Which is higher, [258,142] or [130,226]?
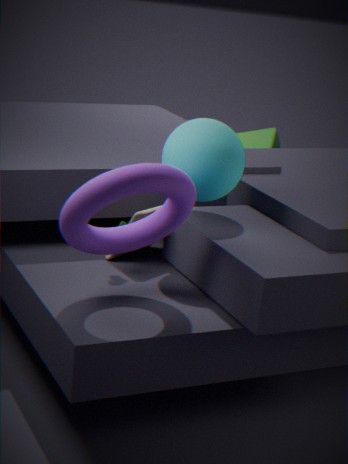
[130,226]
